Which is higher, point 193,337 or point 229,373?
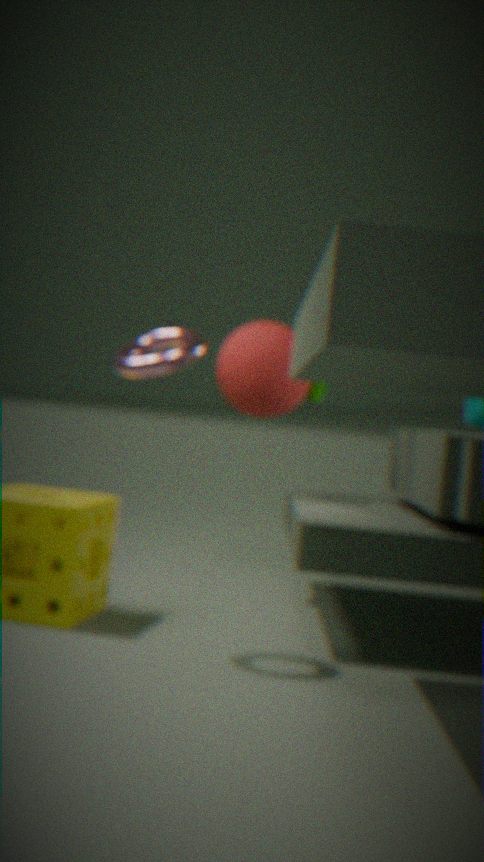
point 229,373
